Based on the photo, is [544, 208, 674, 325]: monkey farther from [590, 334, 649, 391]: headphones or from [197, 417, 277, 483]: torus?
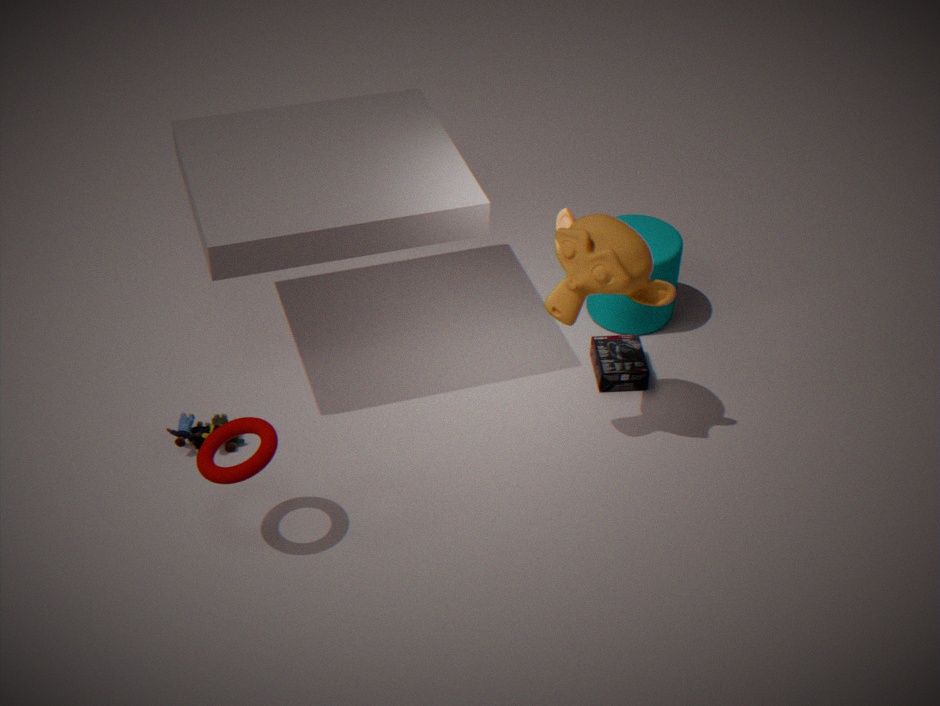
[197, 417, 277, 483]: torus
